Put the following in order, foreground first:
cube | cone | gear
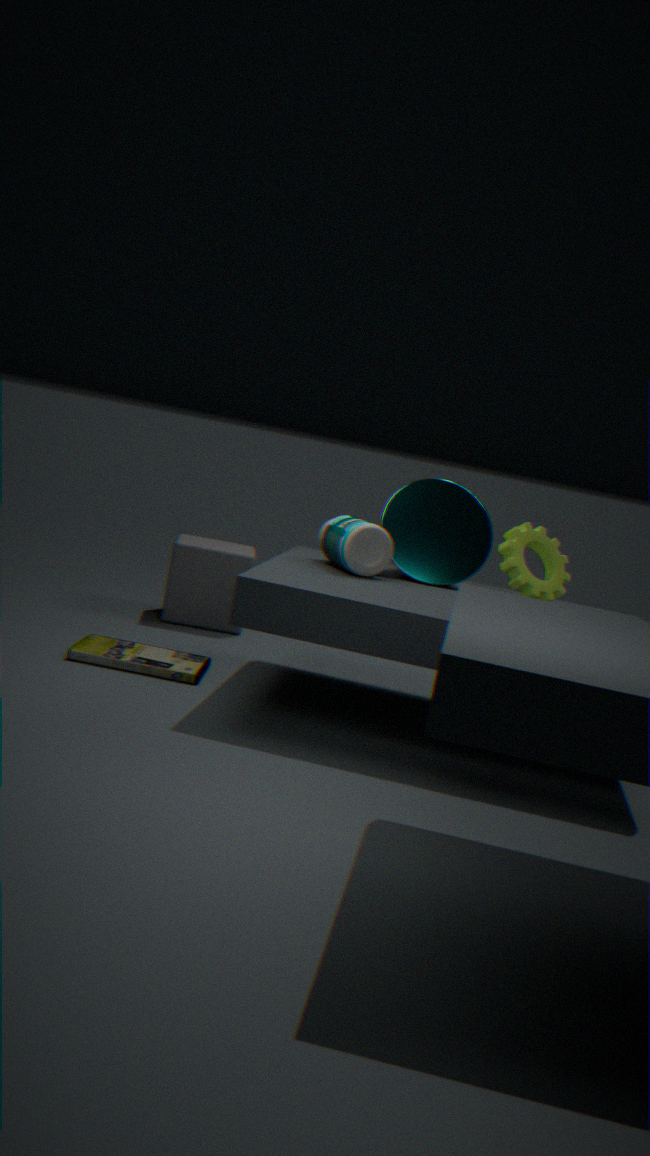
1. gear
2. cone
3. cube
